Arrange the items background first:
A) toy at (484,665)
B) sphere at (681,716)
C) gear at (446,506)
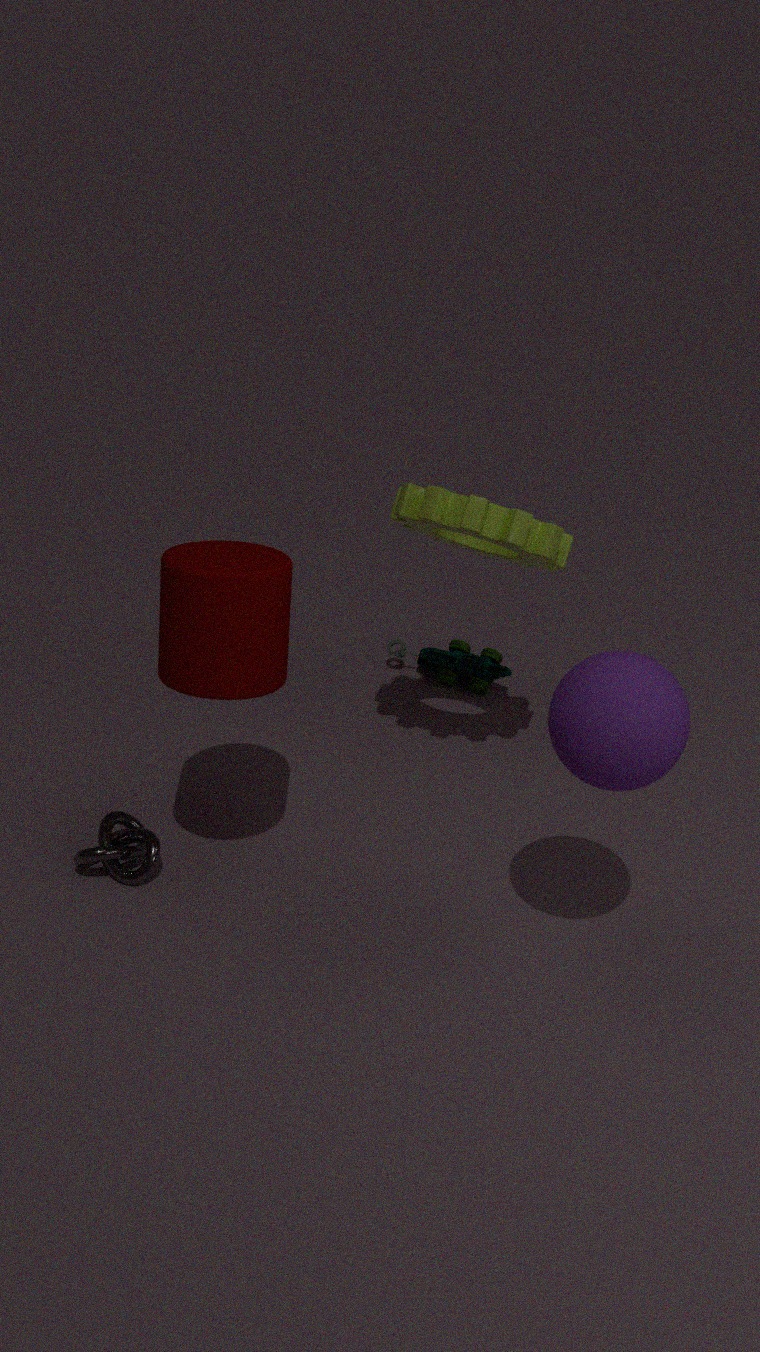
Answer: 1. toy at (484,665)
2. gear at (446,506)
3. sphere at (681,716)
